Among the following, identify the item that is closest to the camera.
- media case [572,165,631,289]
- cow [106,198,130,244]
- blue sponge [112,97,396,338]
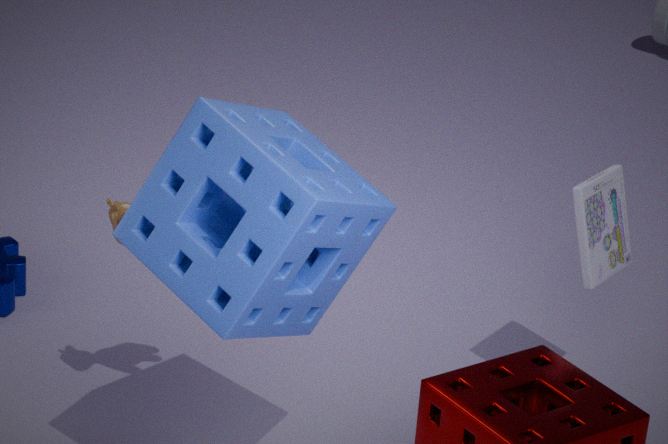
blue sponge [112,97,396,338]
